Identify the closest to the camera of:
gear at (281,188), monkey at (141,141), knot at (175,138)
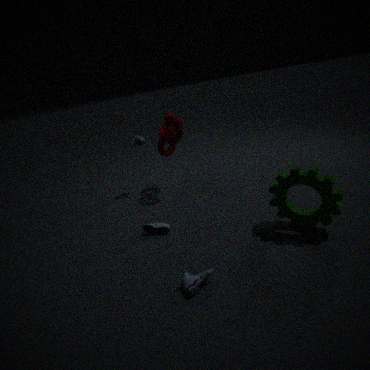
gear at (281,188)
